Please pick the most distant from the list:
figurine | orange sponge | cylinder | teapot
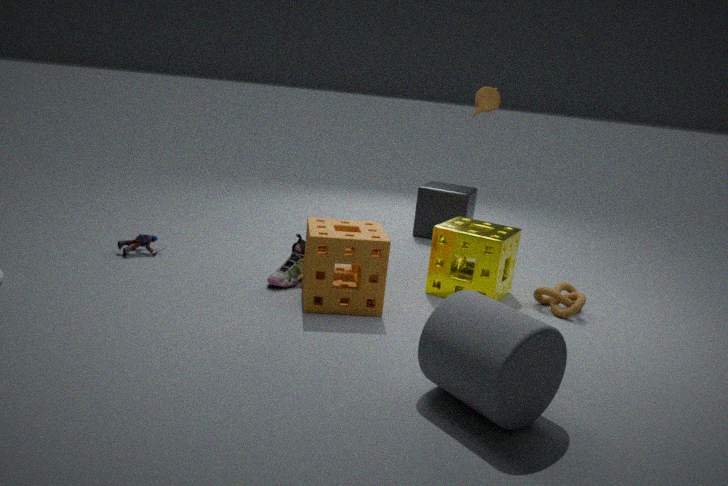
teapot
